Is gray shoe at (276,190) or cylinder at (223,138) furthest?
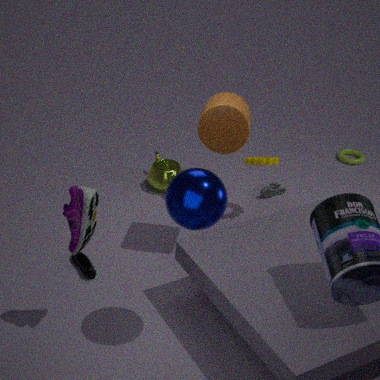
gray shoe at (276,190)
